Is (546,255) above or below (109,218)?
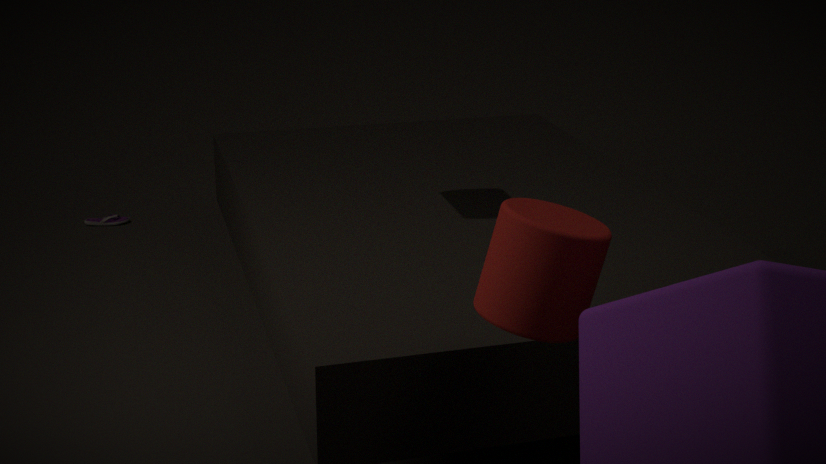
above
